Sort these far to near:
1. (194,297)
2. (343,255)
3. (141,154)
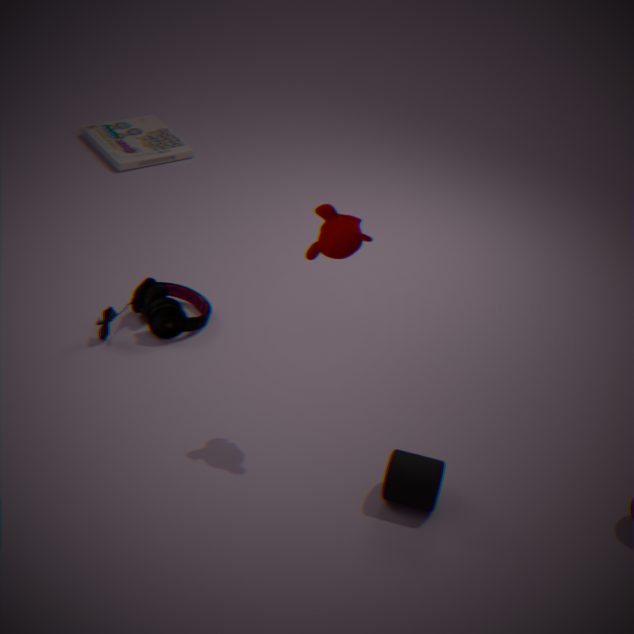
(141,154) < (194,297) < (343,255)
